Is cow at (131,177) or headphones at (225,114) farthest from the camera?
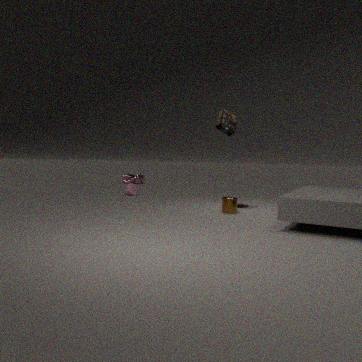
cow at (131,177)
